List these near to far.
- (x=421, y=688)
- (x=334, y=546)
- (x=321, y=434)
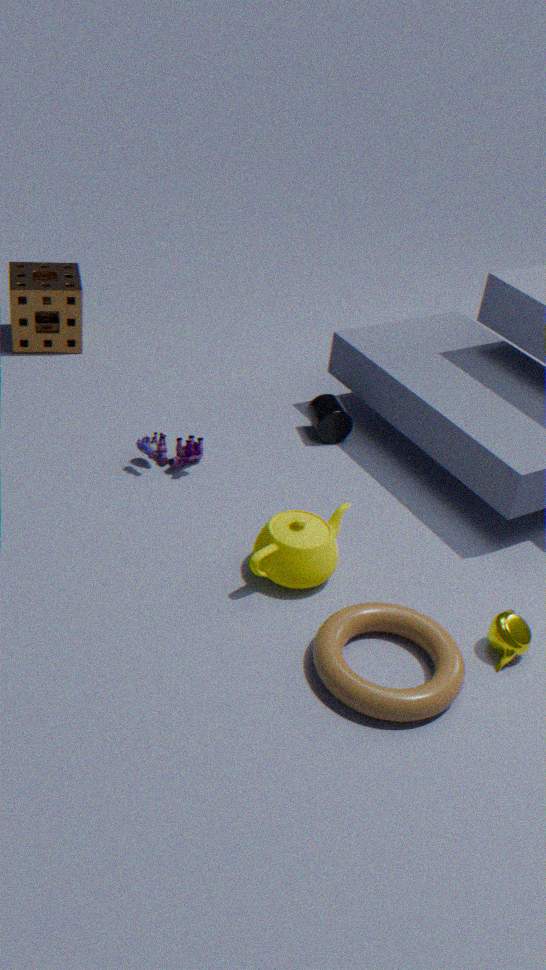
(x=421, y=688), (x=334, y=546), (x=321, y=434)
